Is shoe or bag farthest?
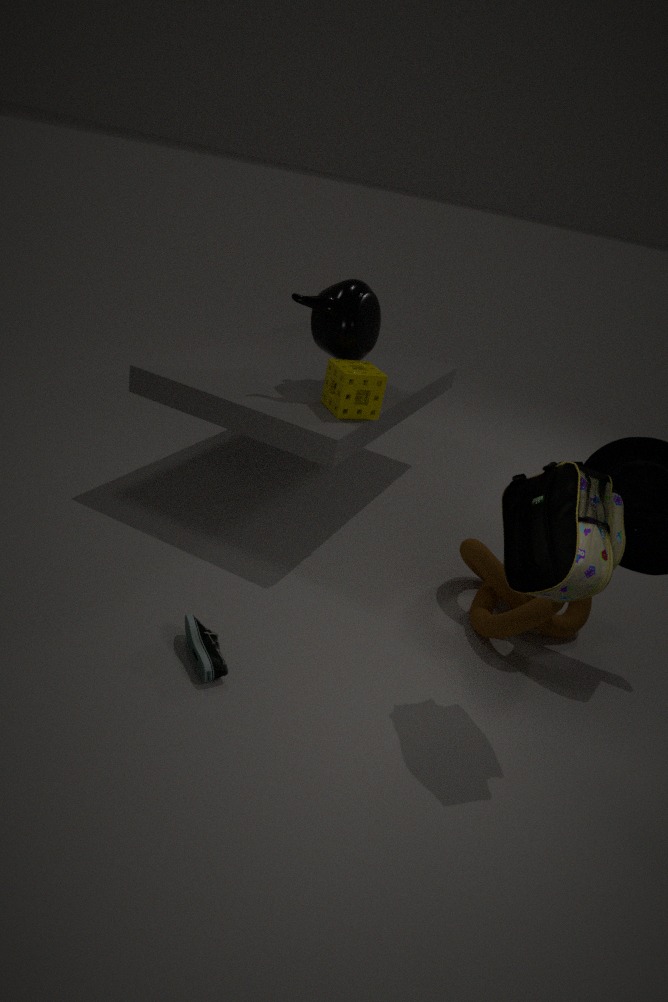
shoe
